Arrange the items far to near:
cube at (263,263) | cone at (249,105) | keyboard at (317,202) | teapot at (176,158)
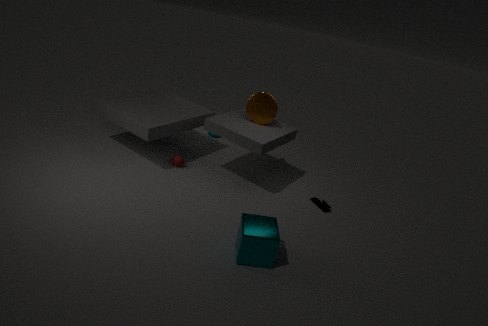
teapot at (176,158)
cone at (249,105)
keyboard at (317,202)
cube at (263,263)
